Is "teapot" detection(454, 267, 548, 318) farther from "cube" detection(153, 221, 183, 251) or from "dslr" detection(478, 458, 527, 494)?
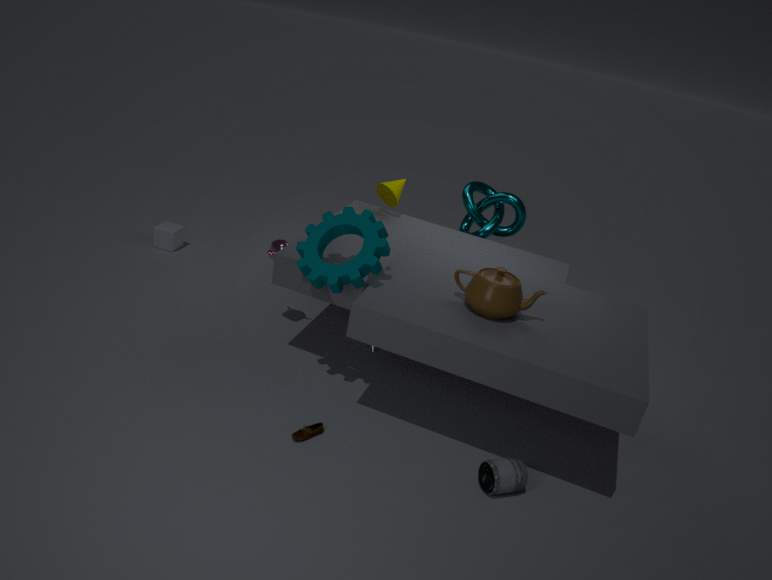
"cube" detection(153, 221, 183, 251)
